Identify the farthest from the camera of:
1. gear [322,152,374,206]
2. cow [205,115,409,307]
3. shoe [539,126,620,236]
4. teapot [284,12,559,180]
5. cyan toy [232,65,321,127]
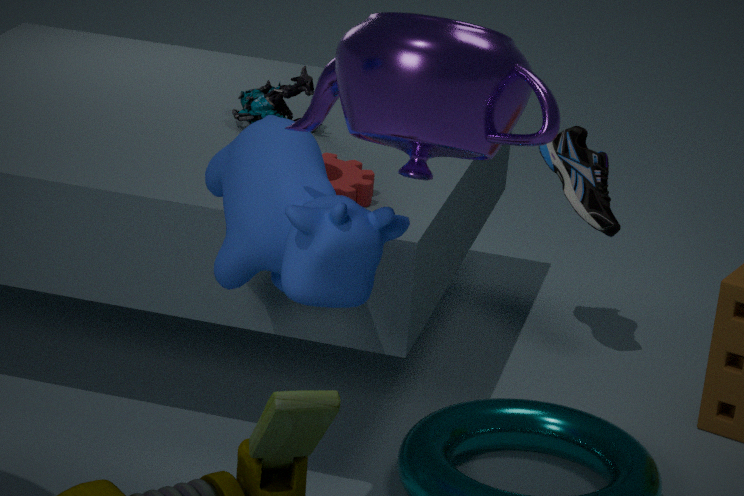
shoe [539,126,620,236]
